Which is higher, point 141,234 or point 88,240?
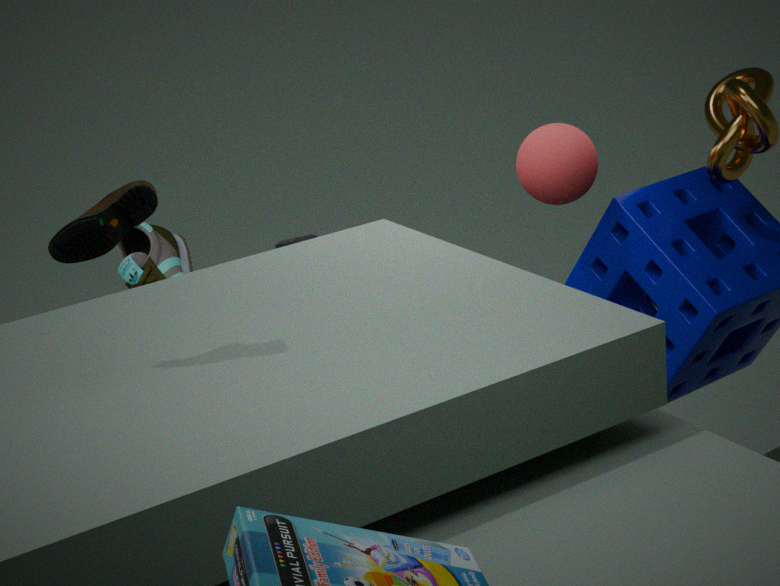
point 88,240
